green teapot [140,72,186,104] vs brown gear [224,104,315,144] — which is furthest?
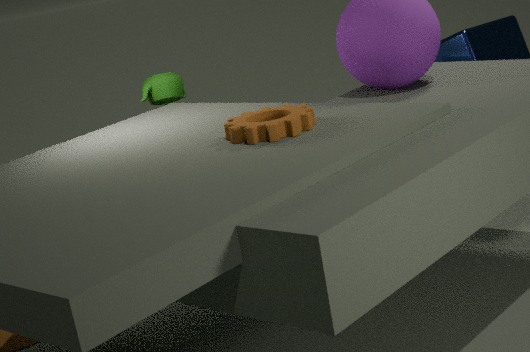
green teapot [140,72,186,104]
